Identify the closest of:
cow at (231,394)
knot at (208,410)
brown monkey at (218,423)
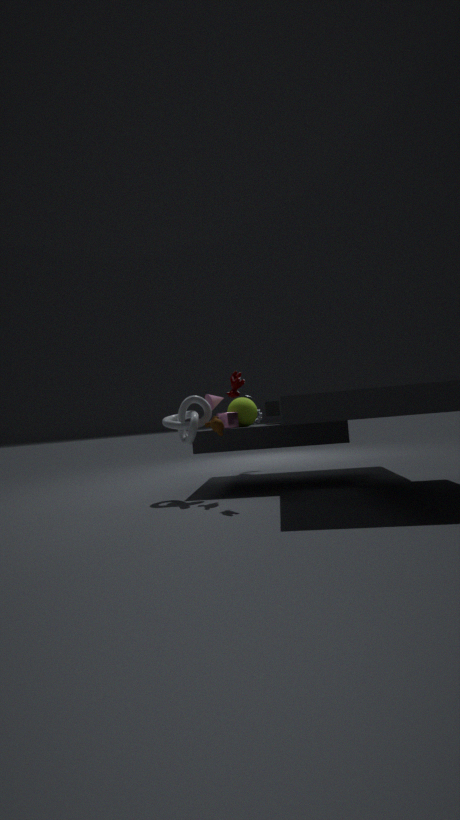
cow at (231,394)
